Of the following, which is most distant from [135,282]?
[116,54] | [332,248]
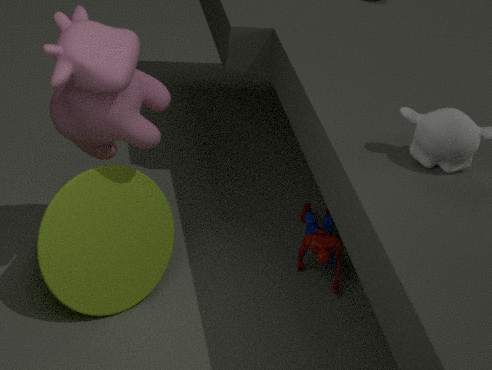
[332,248]
